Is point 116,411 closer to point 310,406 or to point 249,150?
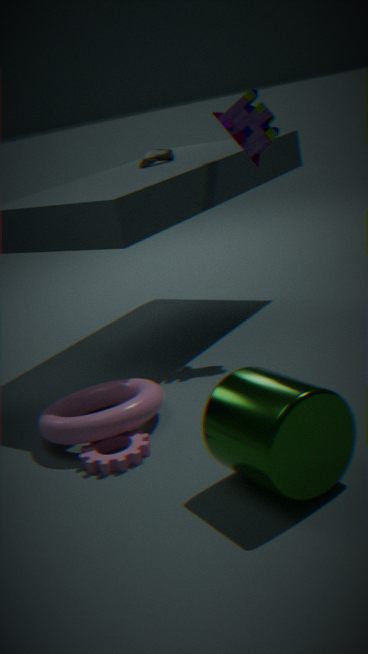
point 310,406
